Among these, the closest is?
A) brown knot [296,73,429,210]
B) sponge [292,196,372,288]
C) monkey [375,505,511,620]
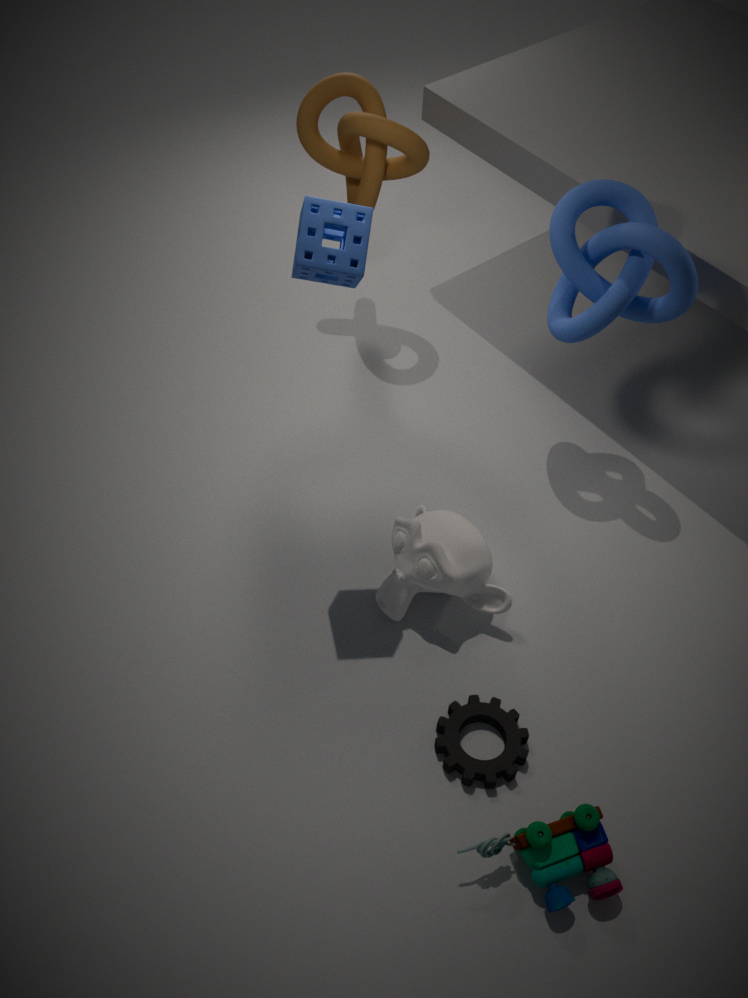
sponge [292,196,372,288]
